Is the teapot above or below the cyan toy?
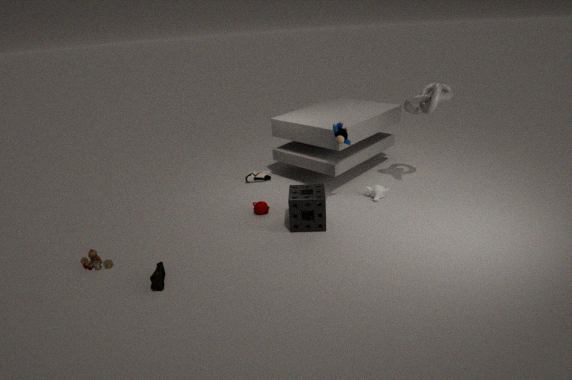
below
